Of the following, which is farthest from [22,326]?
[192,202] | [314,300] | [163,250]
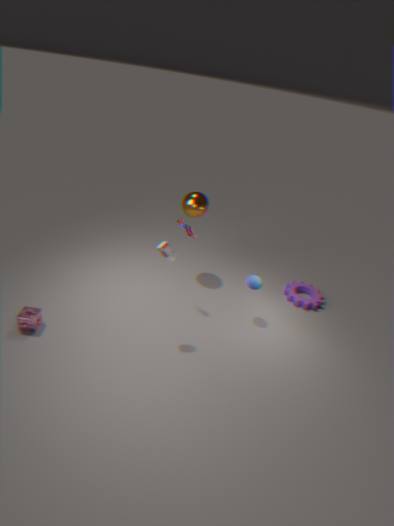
[314,300]
